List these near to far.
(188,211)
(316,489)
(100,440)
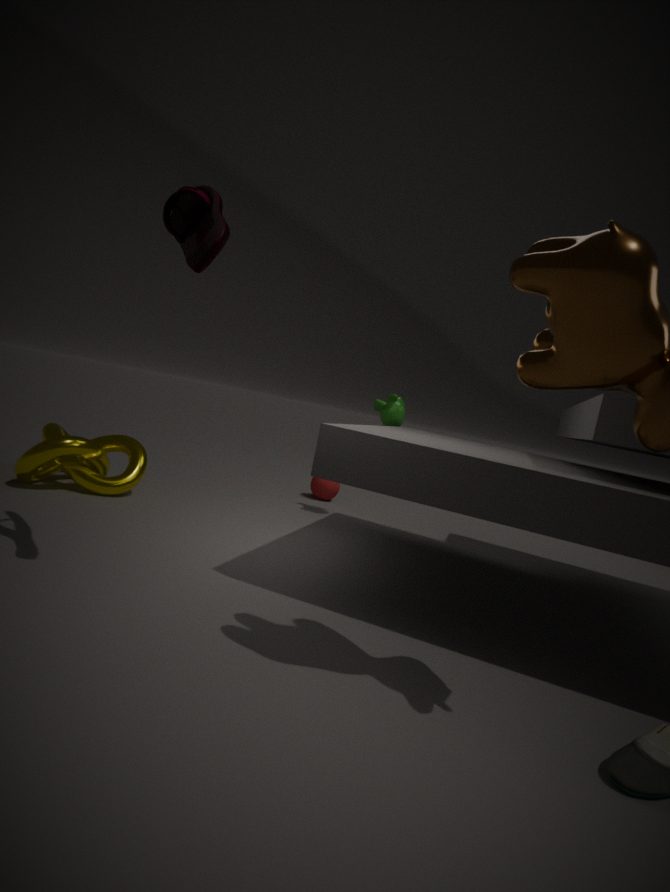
(188,211), (100,440), (316,489)
